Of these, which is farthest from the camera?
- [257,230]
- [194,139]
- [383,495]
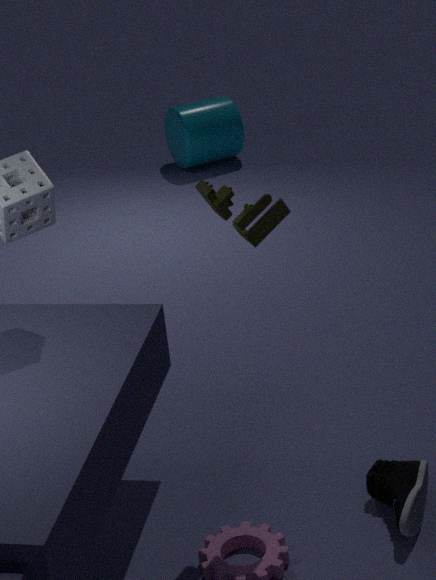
[194,139]
